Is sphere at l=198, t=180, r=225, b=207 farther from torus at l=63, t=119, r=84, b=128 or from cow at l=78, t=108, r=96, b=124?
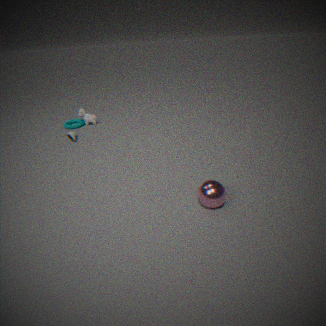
torus at l=63, t=119, r=84, b=128
